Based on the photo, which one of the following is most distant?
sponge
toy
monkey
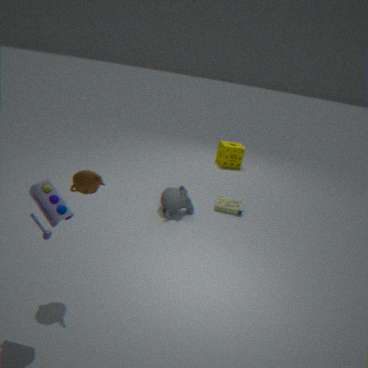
sponge
